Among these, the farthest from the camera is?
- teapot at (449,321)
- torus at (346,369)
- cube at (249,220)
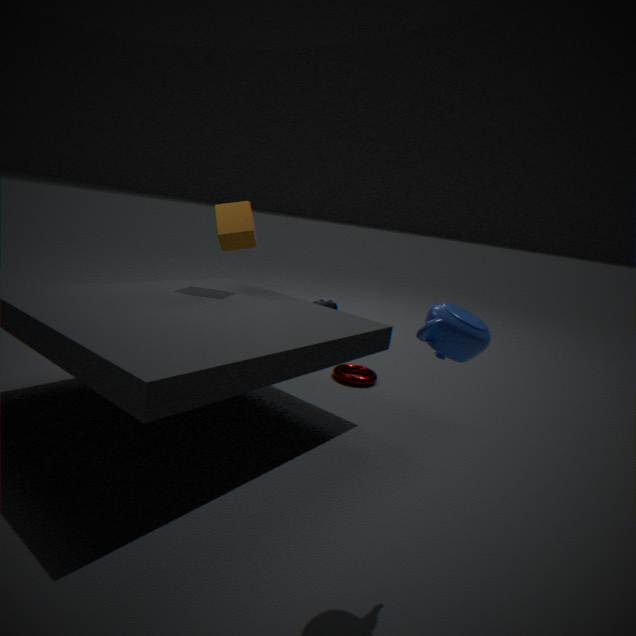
torus at (346,369)
